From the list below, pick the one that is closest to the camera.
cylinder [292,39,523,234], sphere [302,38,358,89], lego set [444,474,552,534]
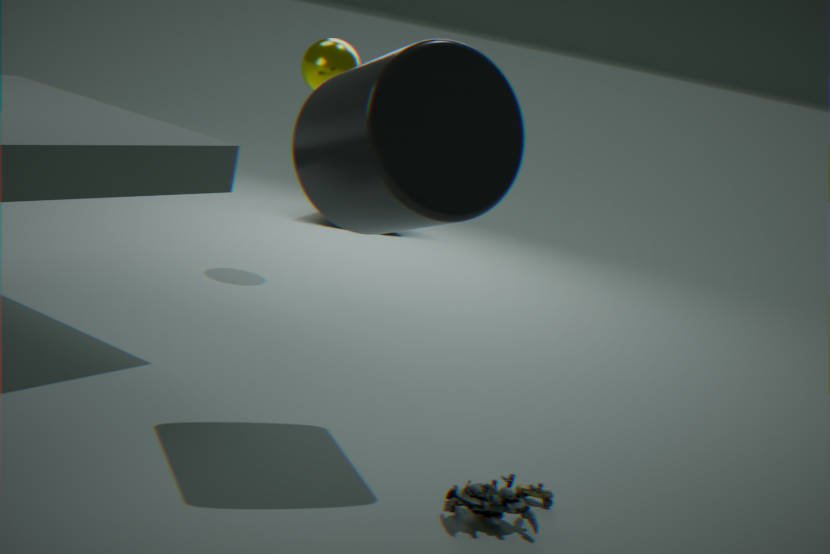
lego set [444,474,552,534]
